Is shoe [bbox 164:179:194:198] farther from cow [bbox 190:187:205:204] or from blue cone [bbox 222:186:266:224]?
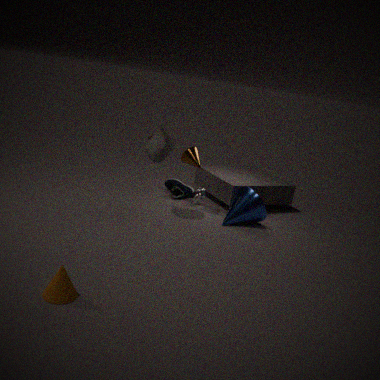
blue cone [bbox 222:186:266:224]
